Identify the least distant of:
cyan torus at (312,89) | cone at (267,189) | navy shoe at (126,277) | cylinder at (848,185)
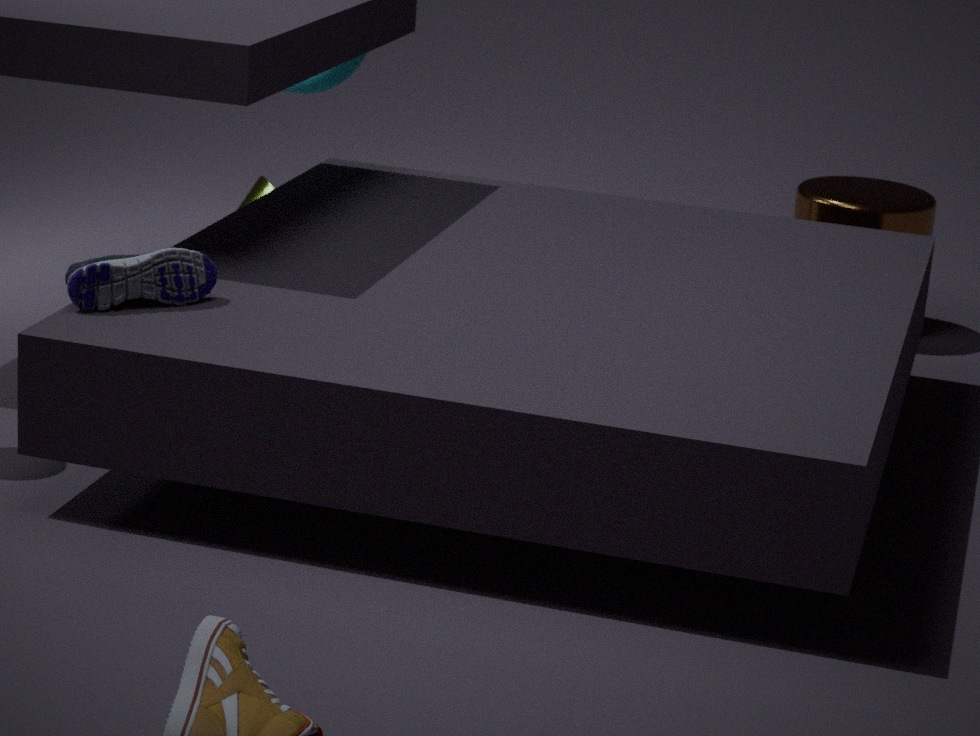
navy shoe at (126,277)
